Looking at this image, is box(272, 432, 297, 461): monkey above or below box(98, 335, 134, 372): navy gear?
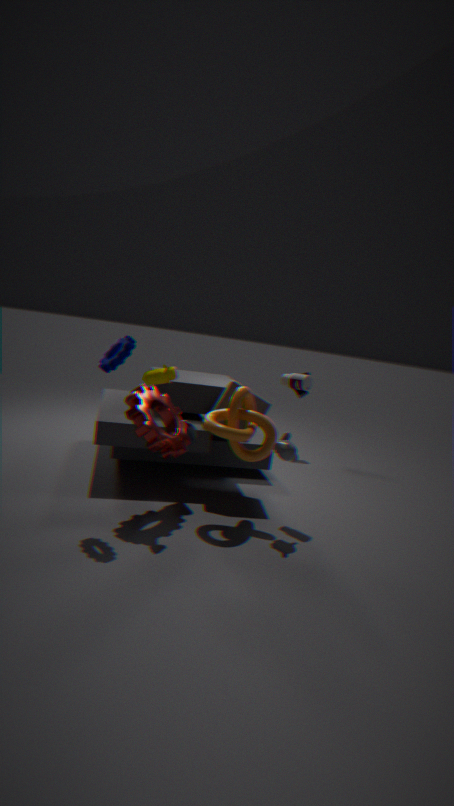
below
